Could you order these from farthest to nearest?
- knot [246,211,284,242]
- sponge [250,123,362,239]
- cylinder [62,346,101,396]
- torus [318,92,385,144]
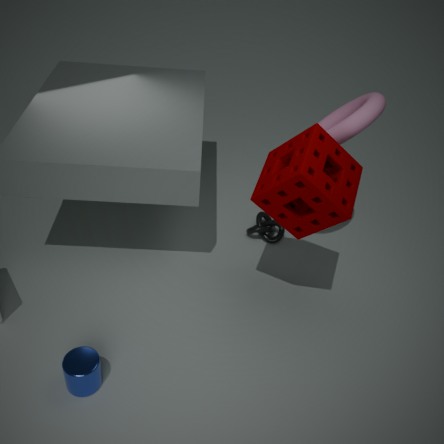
knot [246,211,284,242]
torus [318,92,385,144]
cylinder [62,346,101,396]
sponge [250,123,362,239]
